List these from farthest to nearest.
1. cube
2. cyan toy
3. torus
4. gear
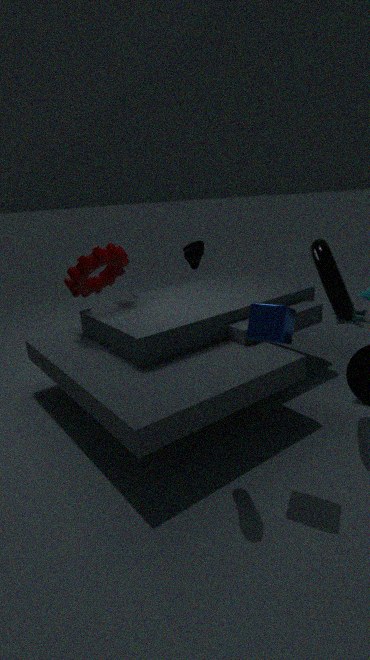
cyan toy
gear
torus
cube
